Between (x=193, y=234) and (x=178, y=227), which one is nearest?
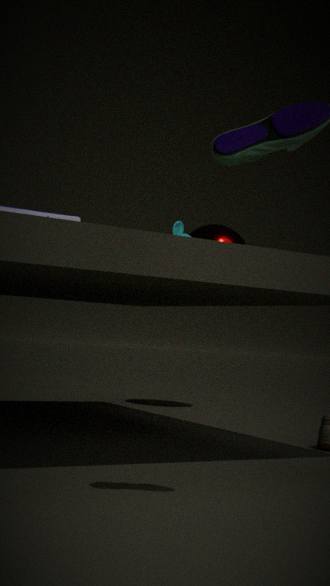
(x=178, y=227)
